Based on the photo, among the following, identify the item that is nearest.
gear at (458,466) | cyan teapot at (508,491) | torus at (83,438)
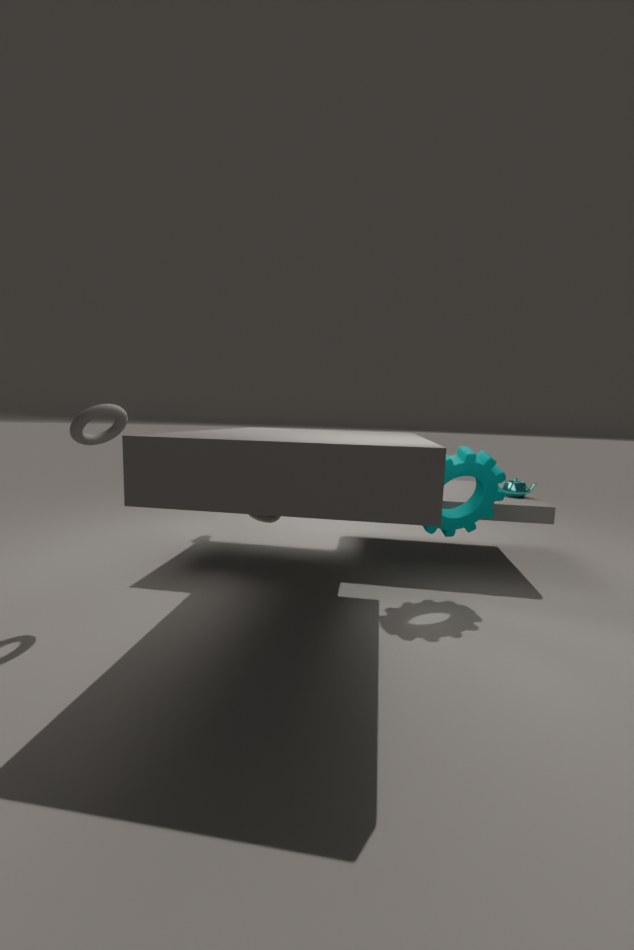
torus at (83,438)
